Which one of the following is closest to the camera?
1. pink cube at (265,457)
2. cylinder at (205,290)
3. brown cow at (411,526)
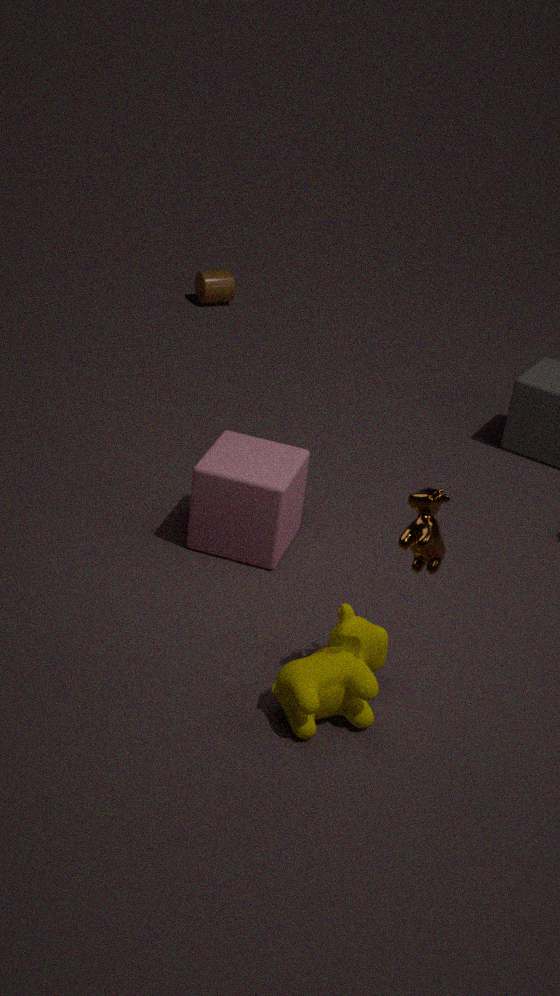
brown cow at (411,526)
